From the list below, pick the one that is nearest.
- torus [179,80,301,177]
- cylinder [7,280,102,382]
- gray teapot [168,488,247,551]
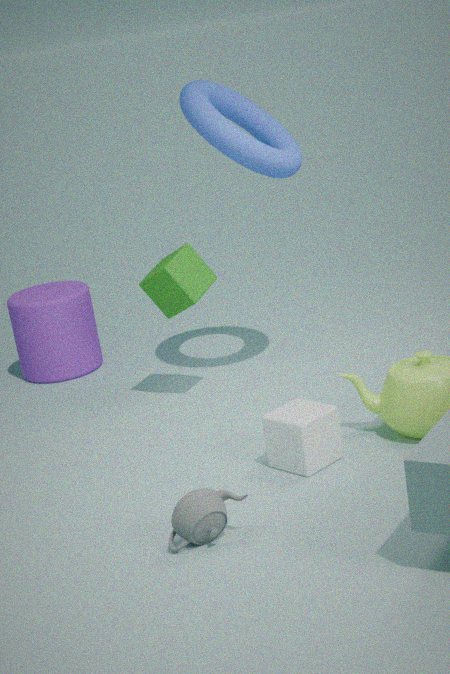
gray teapot [168,488,247,551]
